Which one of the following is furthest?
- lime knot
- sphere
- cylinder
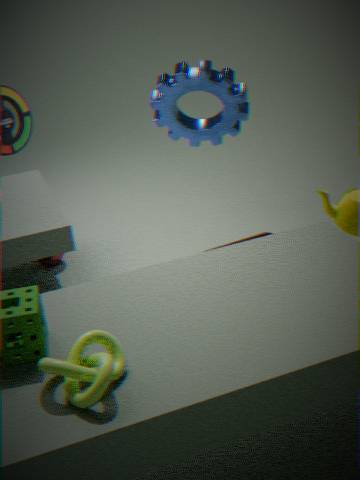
sphere
